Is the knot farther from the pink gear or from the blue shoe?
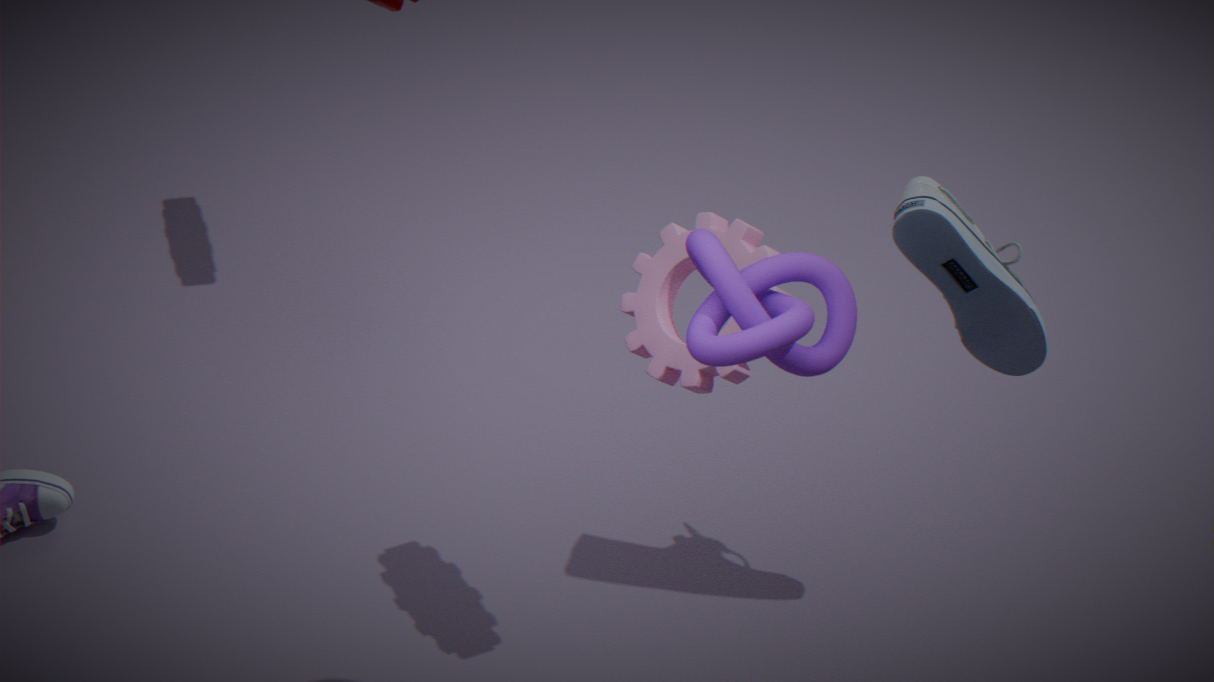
the blue shoe
